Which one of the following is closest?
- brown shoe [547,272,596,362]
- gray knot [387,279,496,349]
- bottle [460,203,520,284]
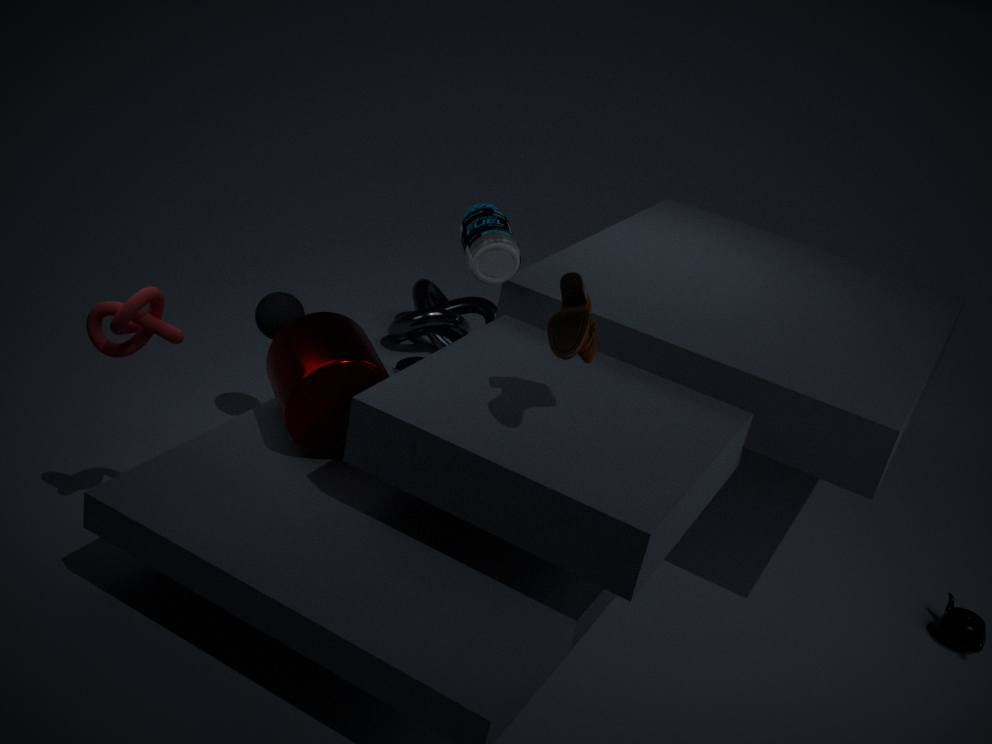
brown shoe [547,272,596,362]
